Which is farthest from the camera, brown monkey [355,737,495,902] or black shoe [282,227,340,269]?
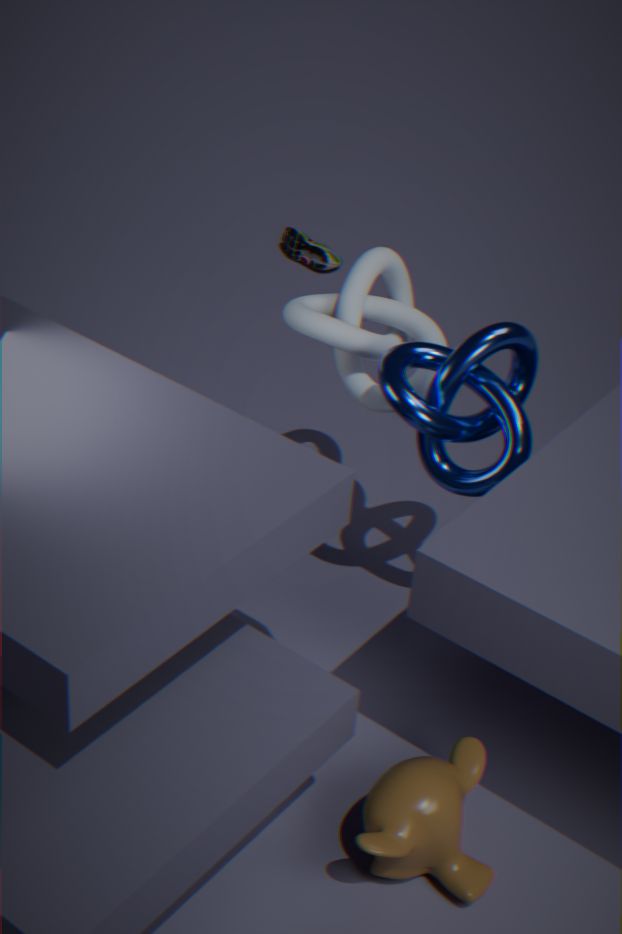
black shoe [282,227,340,269]
